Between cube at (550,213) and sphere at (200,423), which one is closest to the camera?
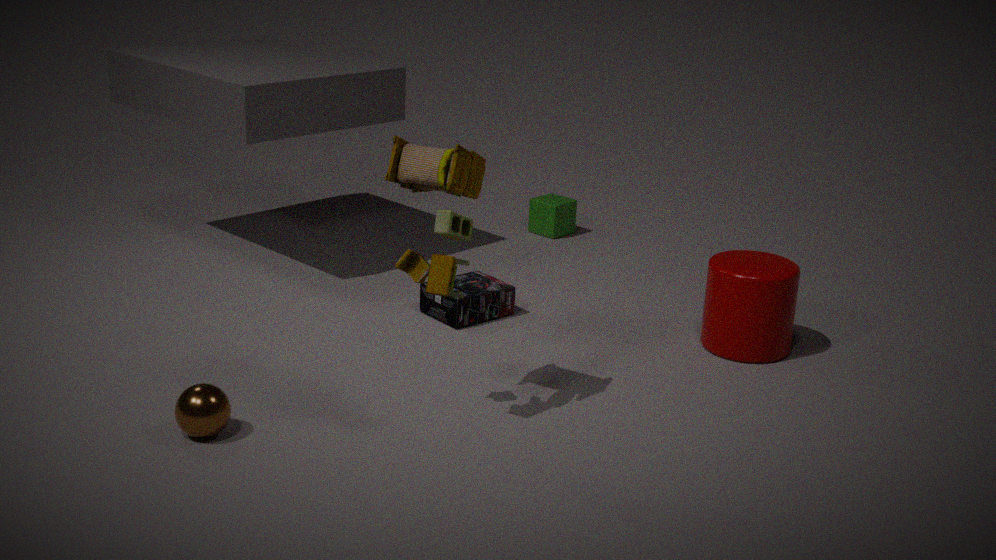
sphere at (200,423)
